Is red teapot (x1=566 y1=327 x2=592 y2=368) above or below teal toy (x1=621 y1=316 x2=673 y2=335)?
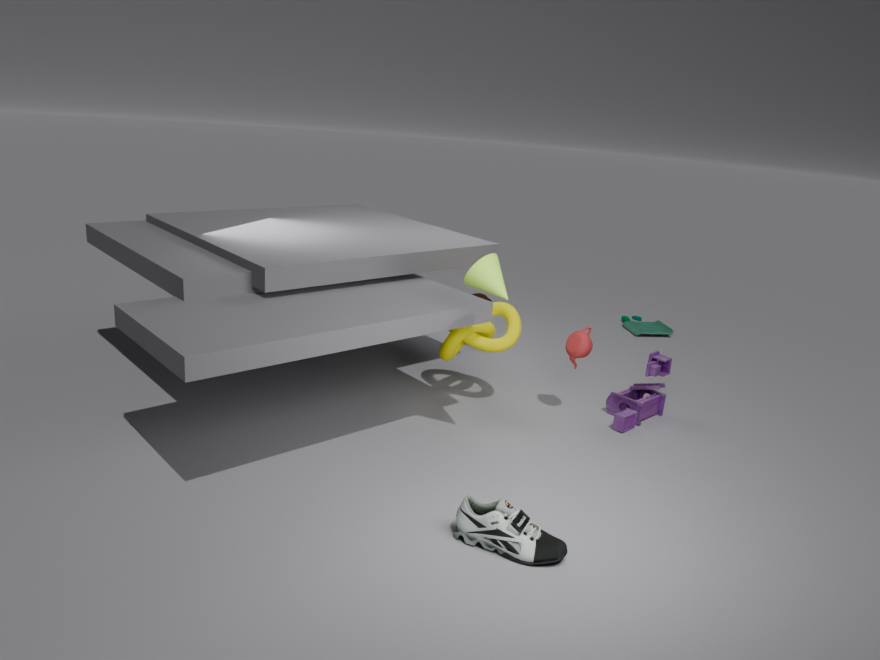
above
